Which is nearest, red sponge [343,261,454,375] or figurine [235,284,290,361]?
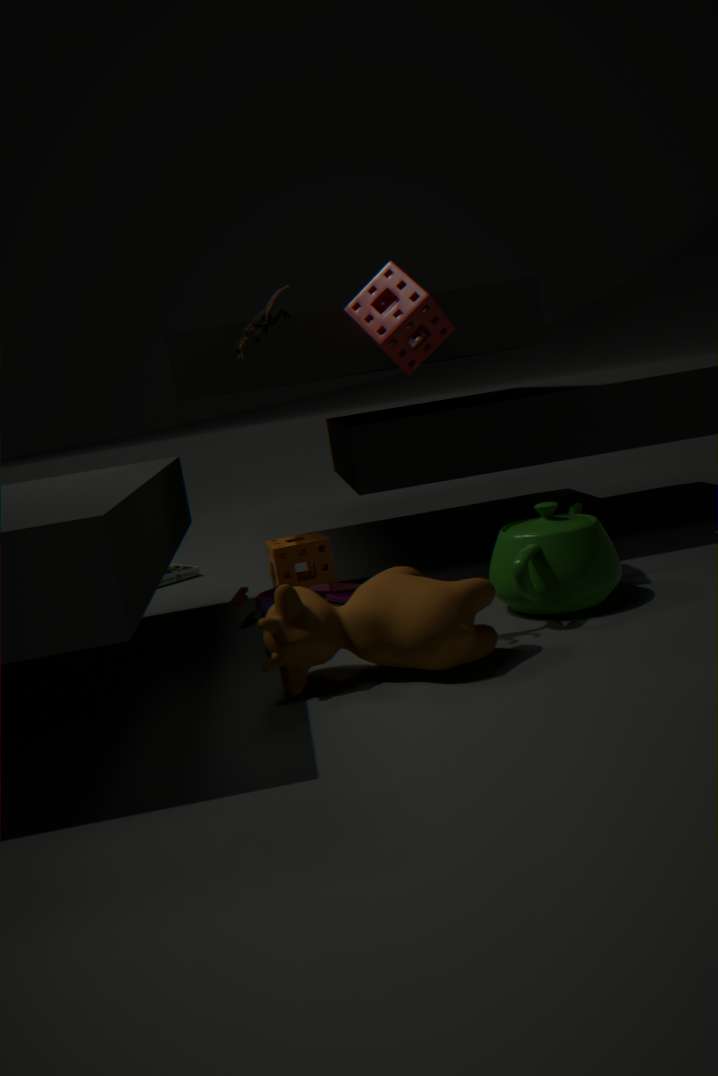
figurine [235,284,290,361]
